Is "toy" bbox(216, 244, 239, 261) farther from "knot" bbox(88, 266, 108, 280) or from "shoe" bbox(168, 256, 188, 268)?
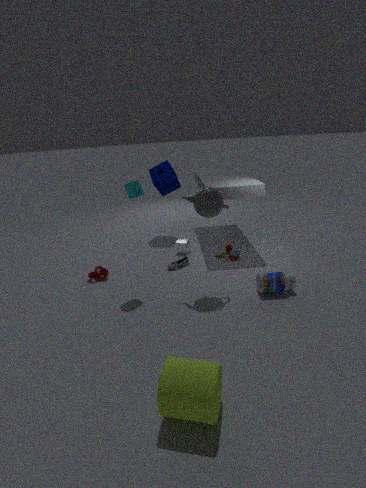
"knot" bbox(88, 266, 108, 280)
